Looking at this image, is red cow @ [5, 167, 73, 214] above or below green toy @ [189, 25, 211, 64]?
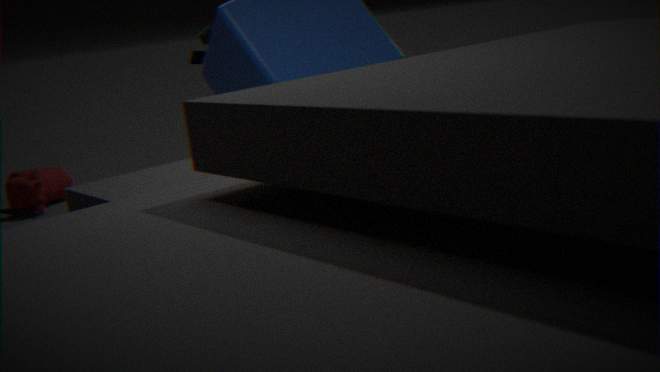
below
